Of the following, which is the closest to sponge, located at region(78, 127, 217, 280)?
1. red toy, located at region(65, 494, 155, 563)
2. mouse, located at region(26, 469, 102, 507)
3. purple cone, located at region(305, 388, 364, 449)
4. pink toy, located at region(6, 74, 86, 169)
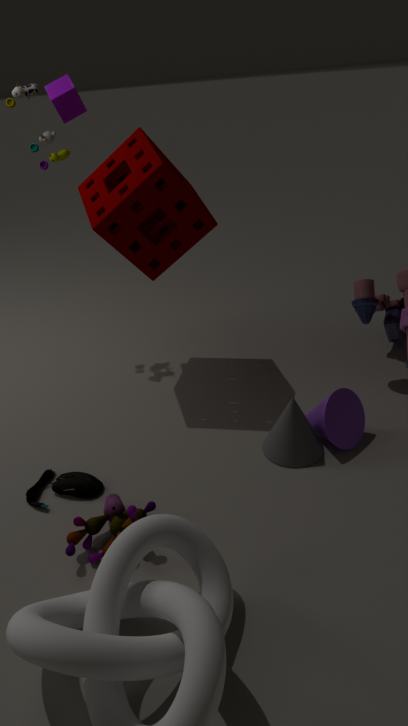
pink toy, located at region(6, 74, 86, 169)
